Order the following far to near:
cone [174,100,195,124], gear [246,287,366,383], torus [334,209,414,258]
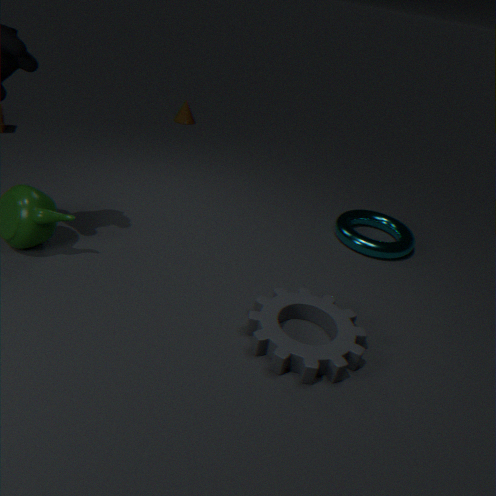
cone [174,100,195,124]
torus [334,209,414,258]
gear [246,287,366,383]
